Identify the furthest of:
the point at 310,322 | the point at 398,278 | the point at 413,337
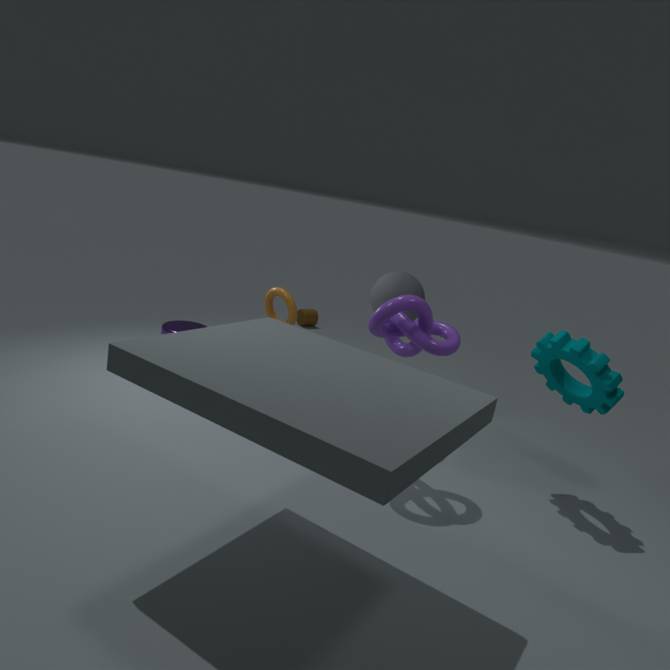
the point at 310,322
